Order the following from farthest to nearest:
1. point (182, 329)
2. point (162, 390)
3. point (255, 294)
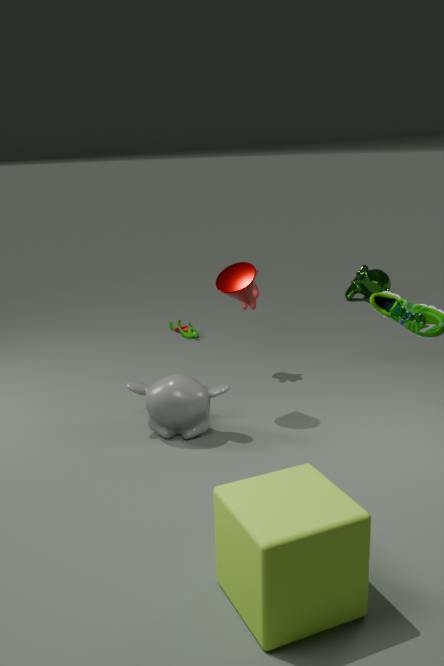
point (182, 329)
point (255, 294)
point (162, 390)
